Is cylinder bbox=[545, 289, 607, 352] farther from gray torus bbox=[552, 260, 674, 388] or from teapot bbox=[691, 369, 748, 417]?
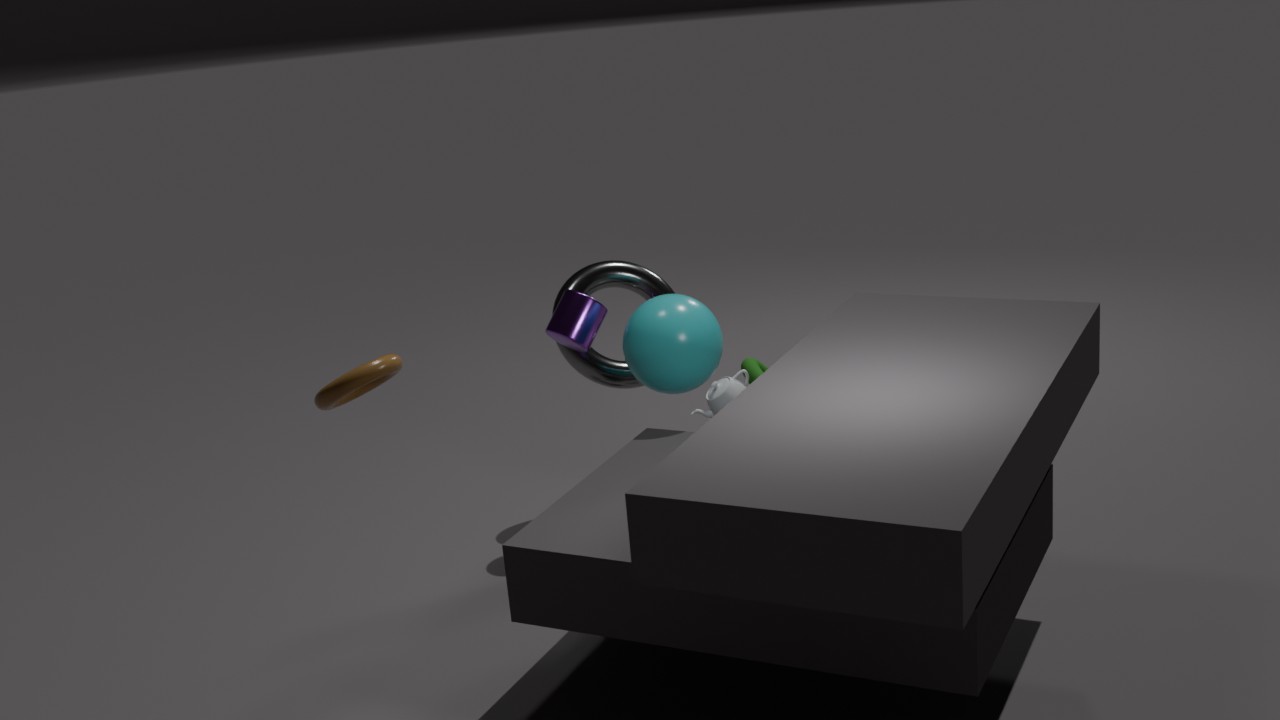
teapot bbox=[691, 369, 748, 417]
